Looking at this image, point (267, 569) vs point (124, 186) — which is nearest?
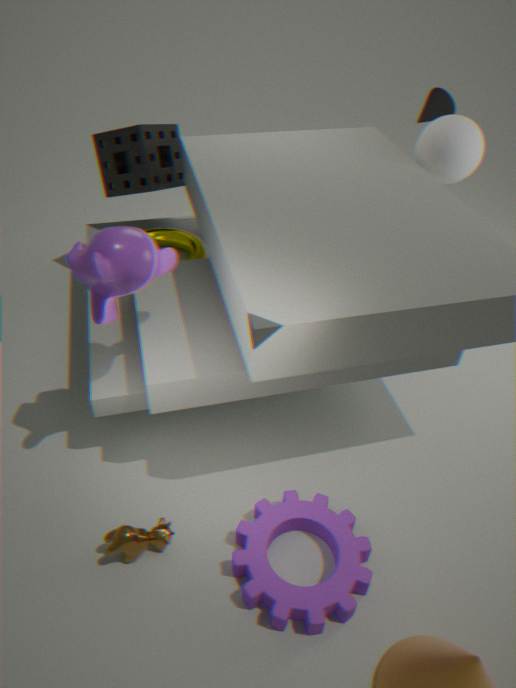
point (267, 569)
